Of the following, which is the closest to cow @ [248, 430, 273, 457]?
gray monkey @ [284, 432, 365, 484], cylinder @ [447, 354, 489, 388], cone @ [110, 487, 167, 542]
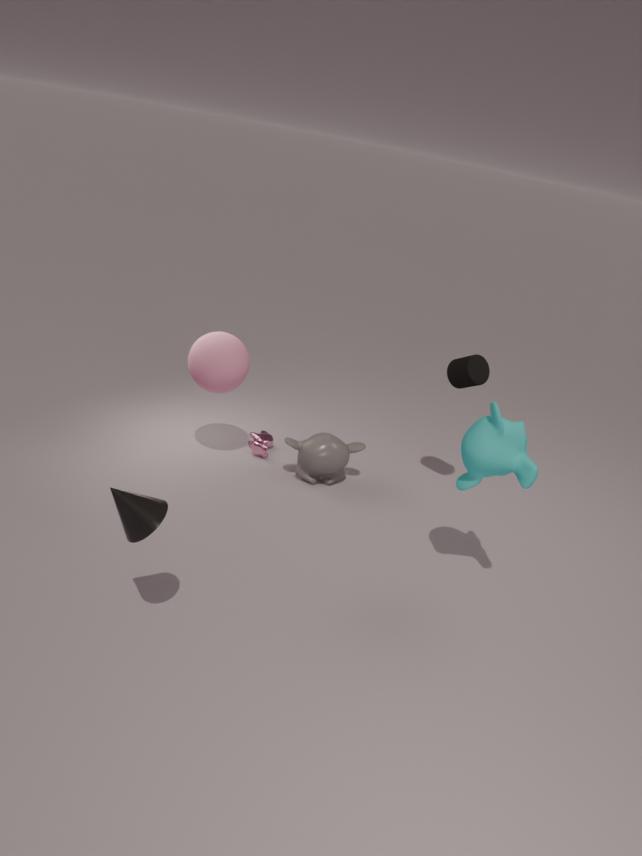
gray monkey @ [284, 432, 365, 484]
